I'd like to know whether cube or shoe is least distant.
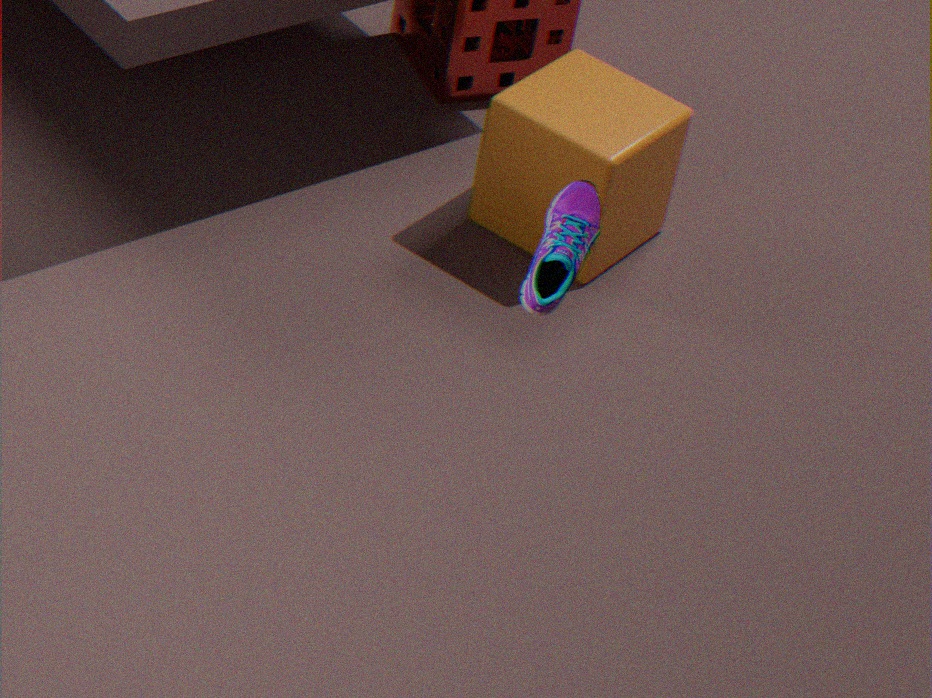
shoe
